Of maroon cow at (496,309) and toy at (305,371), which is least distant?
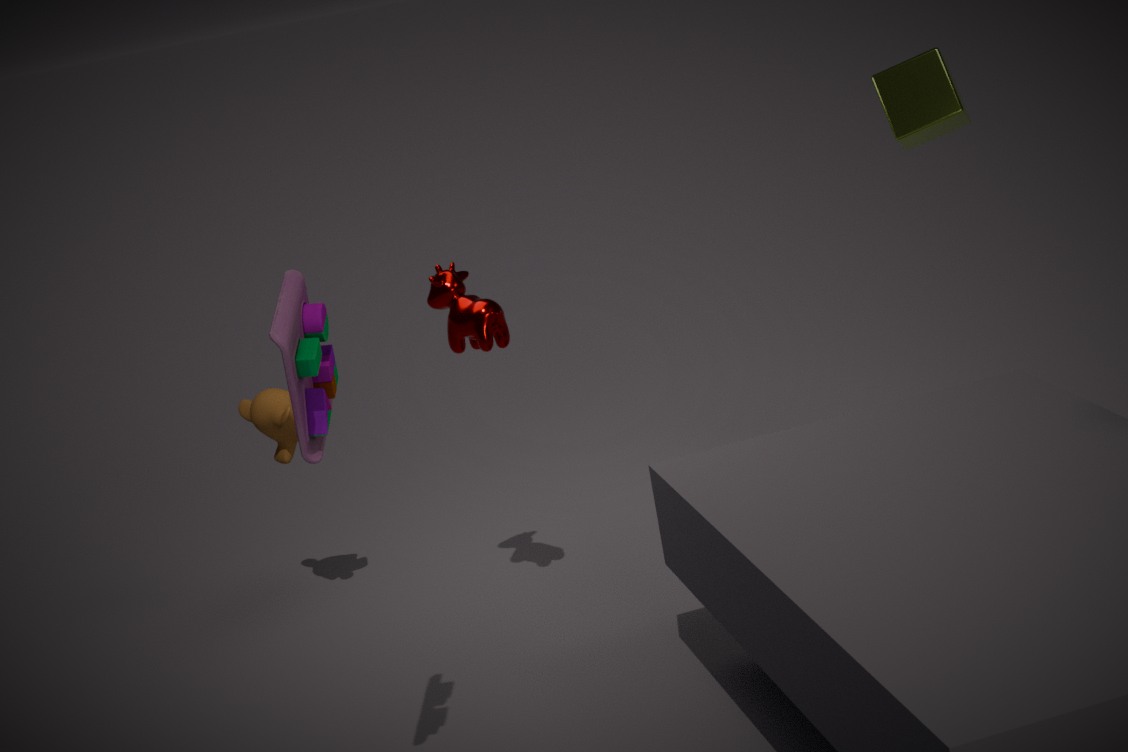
toy at (305,371)
